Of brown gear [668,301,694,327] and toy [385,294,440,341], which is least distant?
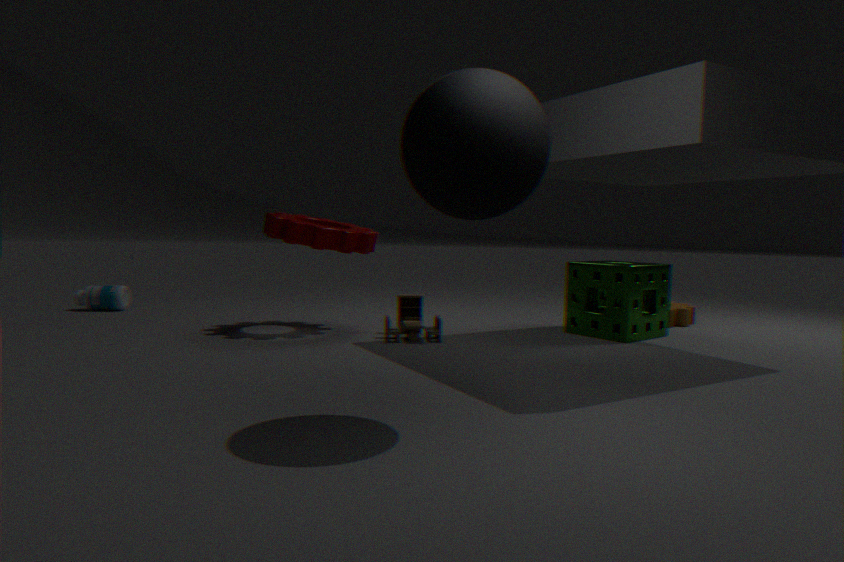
toy [385,294,440,341]
